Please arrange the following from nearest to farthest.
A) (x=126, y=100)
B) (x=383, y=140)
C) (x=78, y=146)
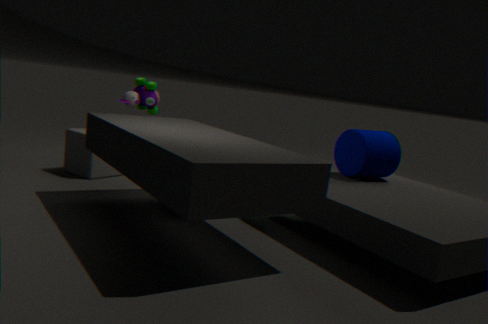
(x=383, y=140), (x=78, y=146), (x=126, y=100)
